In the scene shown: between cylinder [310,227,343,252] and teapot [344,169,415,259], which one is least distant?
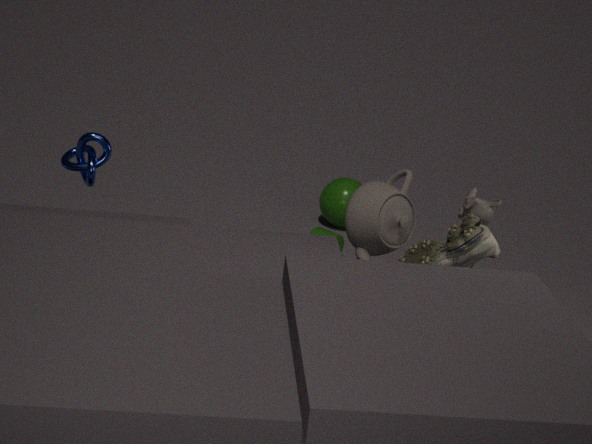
teapot [344,169,415,259]
